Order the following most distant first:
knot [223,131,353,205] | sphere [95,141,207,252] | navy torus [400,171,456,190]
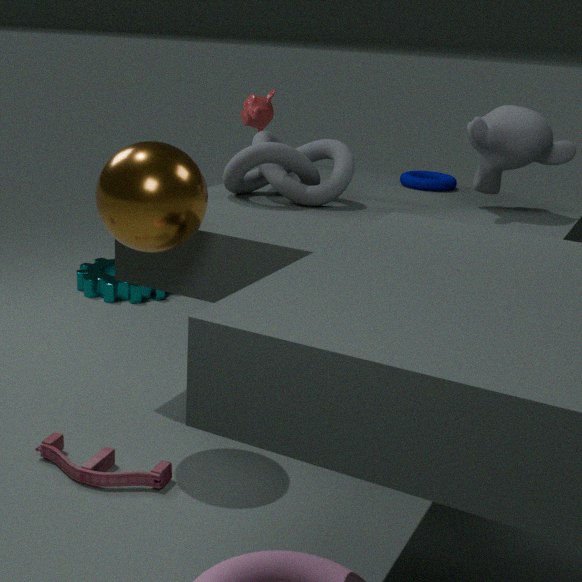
navy torus [400,171,456,190]
knot [223,131,353,205]
sphere [95,141,207,252]
